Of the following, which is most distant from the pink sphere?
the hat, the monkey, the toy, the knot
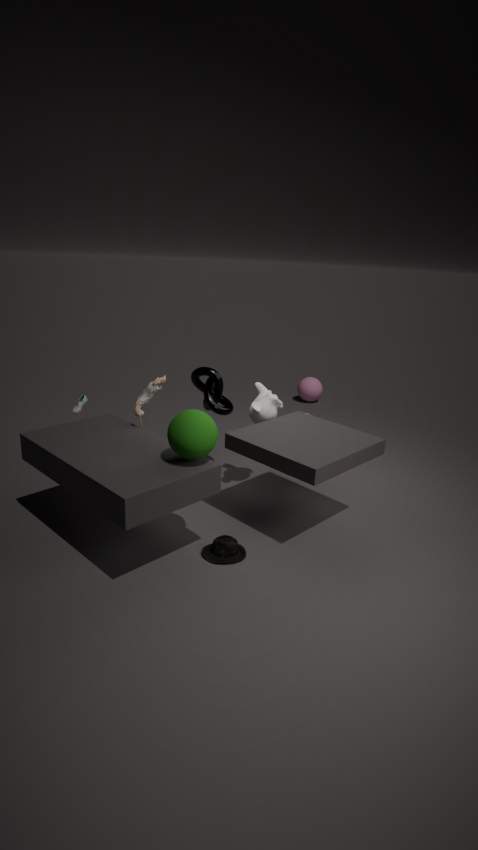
the hat
